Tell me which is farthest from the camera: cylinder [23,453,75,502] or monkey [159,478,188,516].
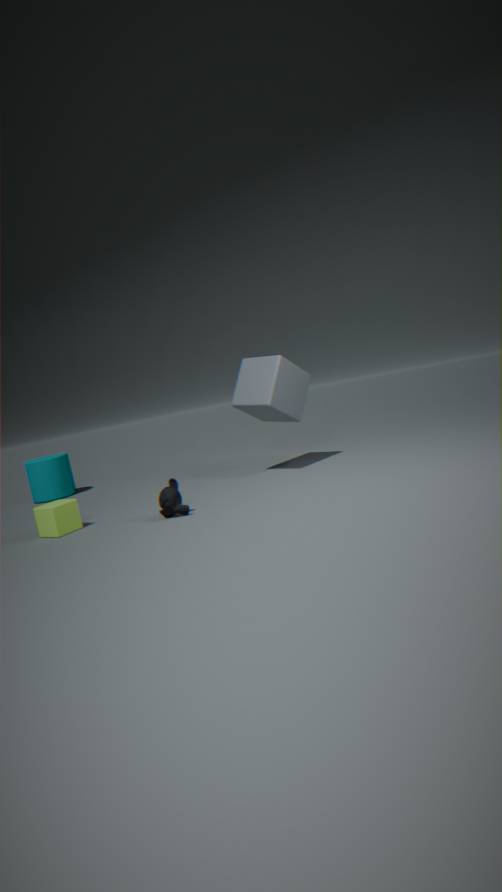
cylinder [23,453,75,502]
